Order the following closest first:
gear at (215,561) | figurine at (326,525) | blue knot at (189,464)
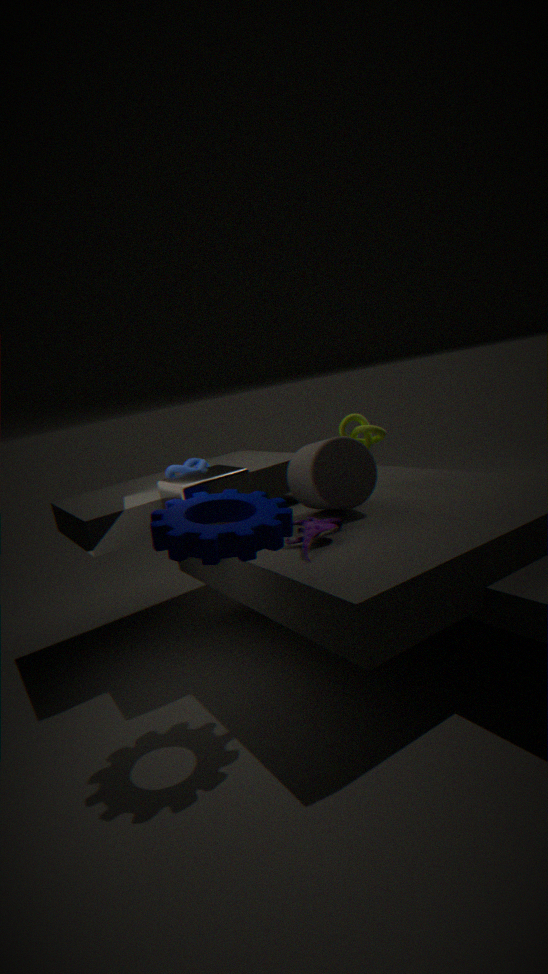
gear at (215,561) < figurine at (326,525) < blue knot at (189,464)
